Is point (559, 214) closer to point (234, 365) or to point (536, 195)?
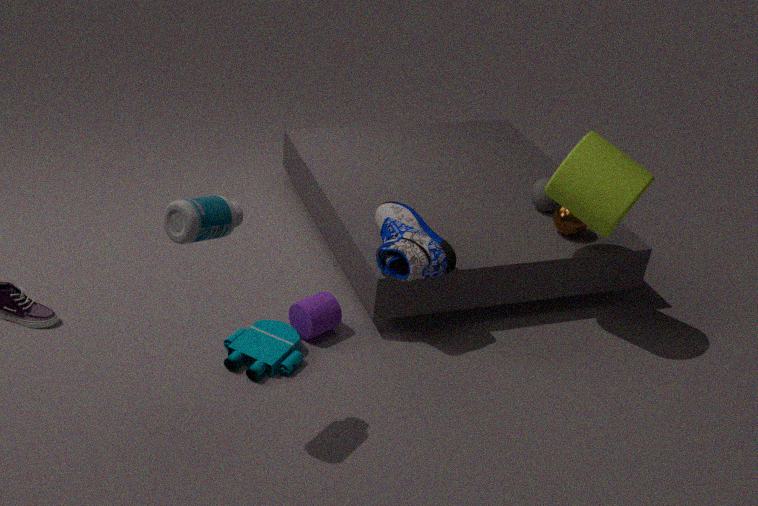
point (536, 195)
